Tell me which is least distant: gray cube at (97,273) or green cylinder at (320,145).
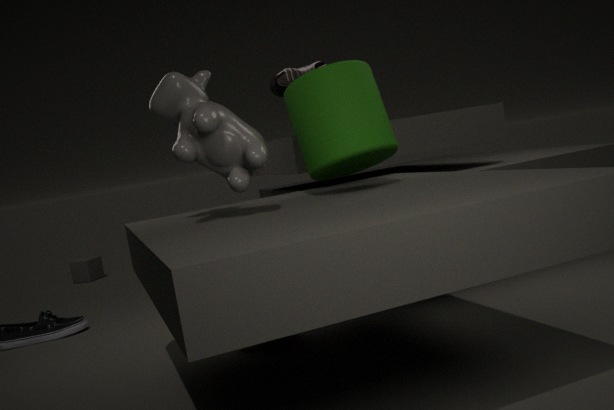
green cylinder at (320,145)
